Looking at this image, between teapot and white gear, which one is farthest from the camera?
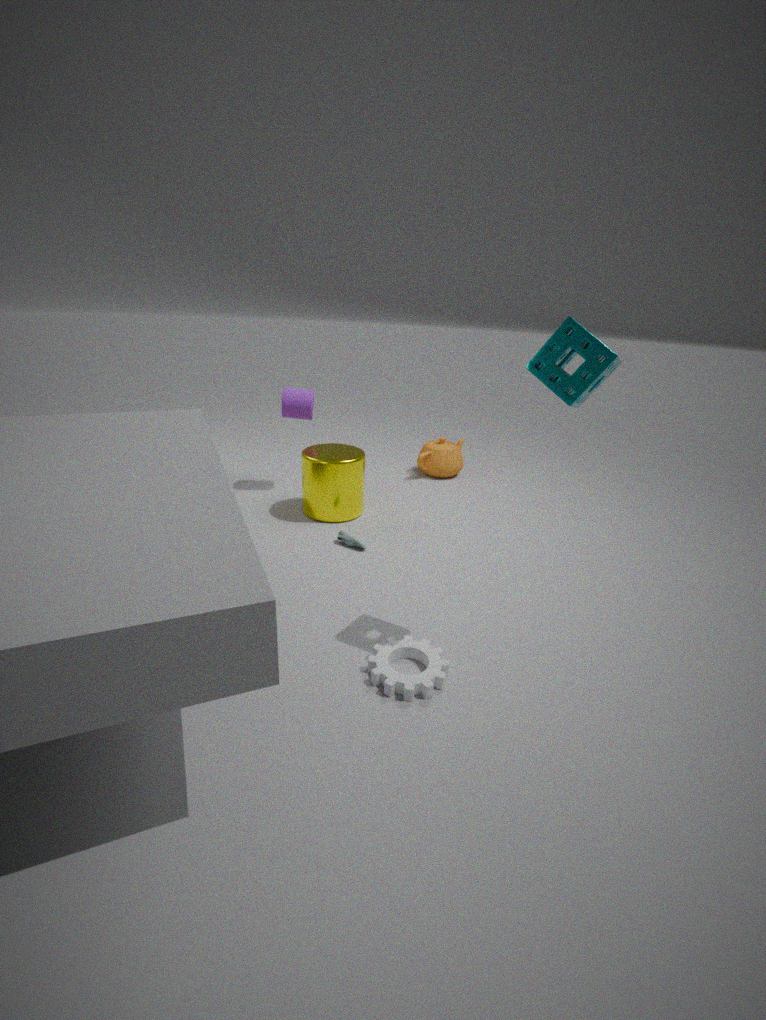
teapot
